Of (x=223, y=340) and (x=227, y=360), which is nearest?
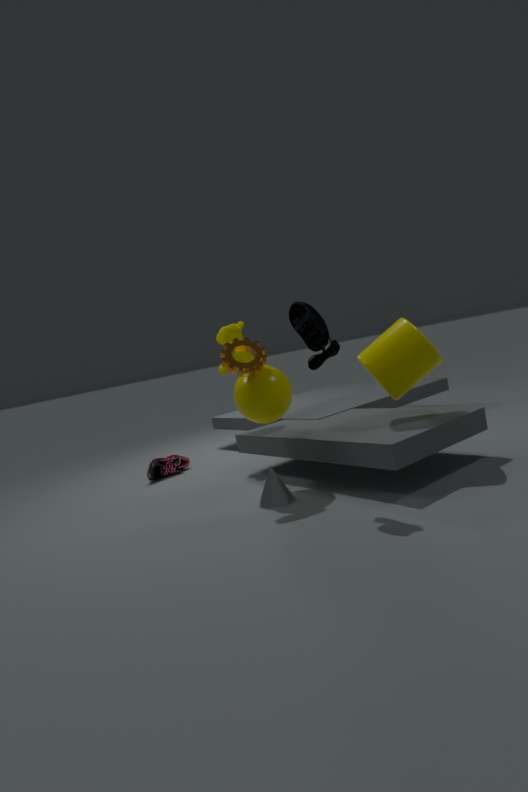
(x=227, y=360)
